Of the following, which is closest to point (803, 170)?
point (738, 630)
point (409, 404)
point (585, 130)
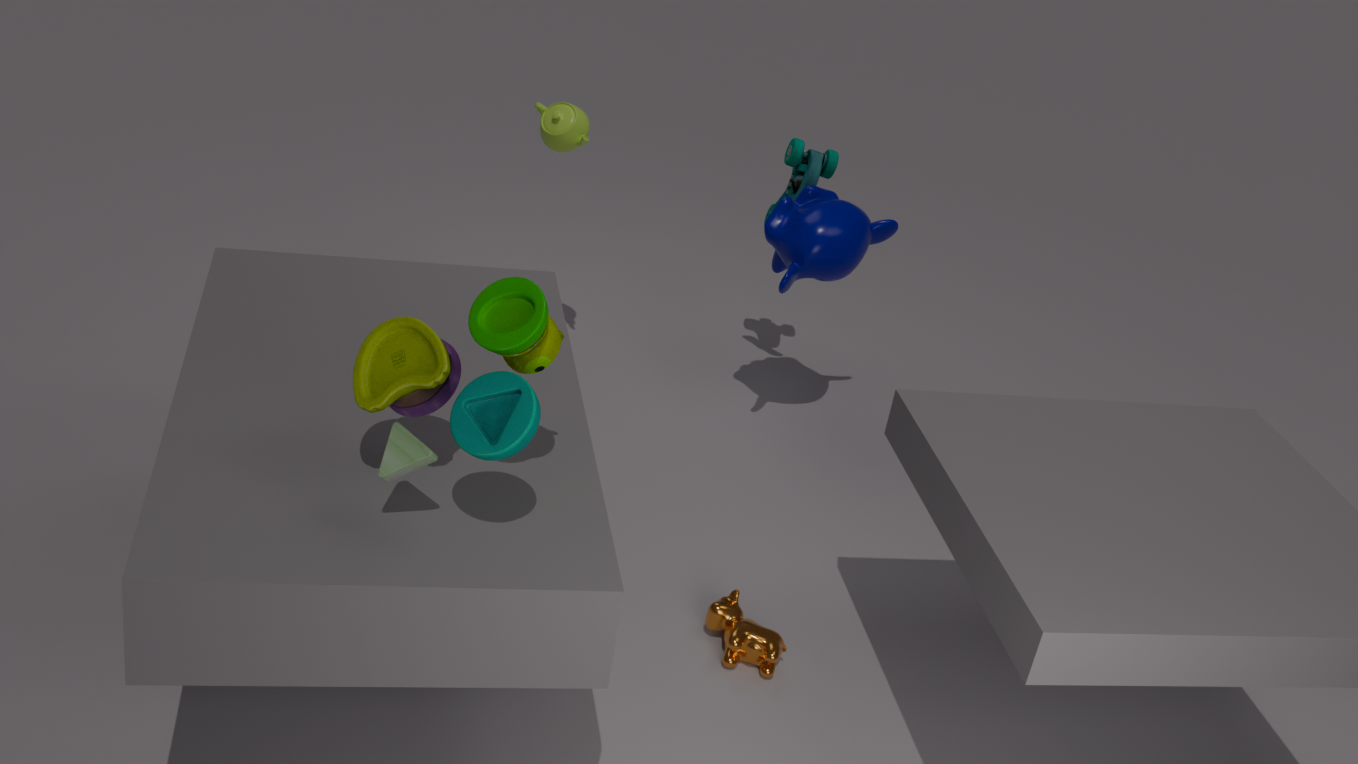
point (585, 130)
